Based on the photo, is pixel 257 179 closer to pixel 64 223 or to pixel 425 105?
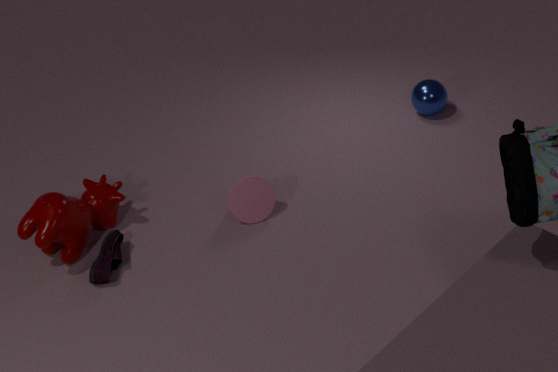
pixel 64 223
